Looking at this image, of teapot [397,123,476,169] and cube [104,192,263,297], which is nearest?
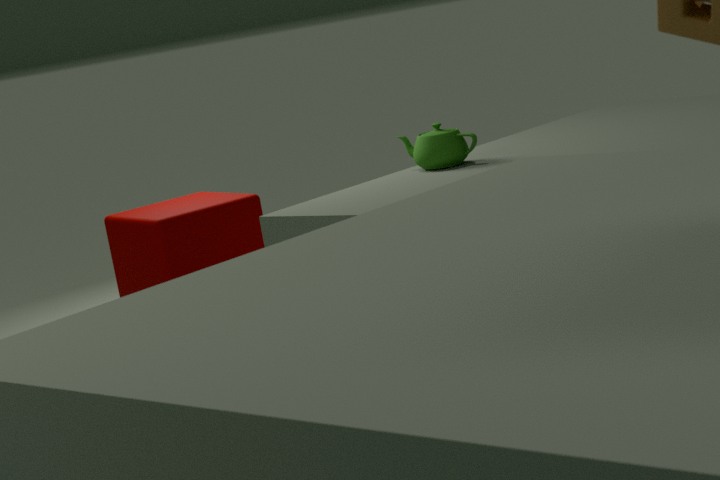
cube [104,192,263,297]
